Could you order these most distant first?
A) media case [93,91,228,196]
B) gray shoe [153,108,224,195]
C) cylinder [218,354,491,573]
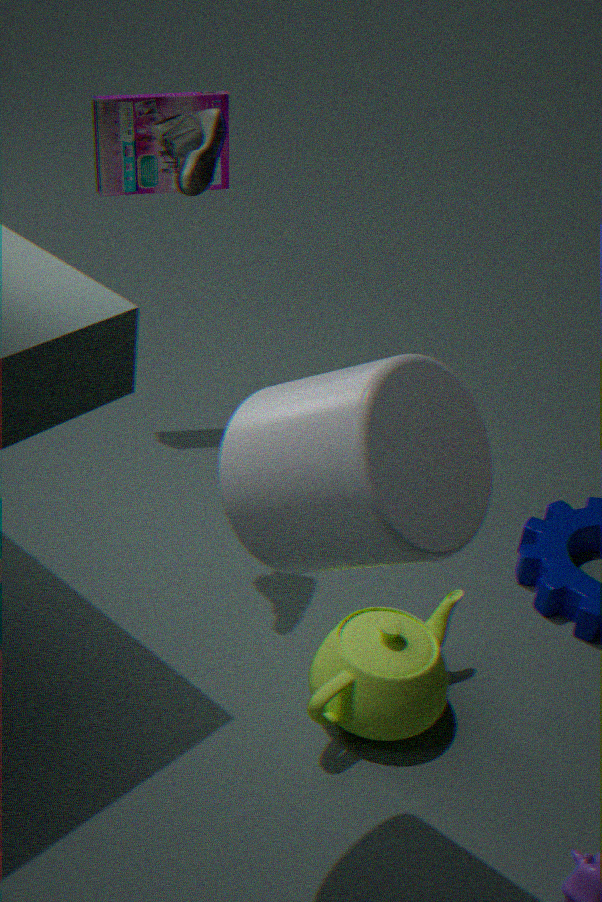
media case [93,91,228,196] → gray shoe [153,108,224,195] → cylinder [218,354,491,573]
